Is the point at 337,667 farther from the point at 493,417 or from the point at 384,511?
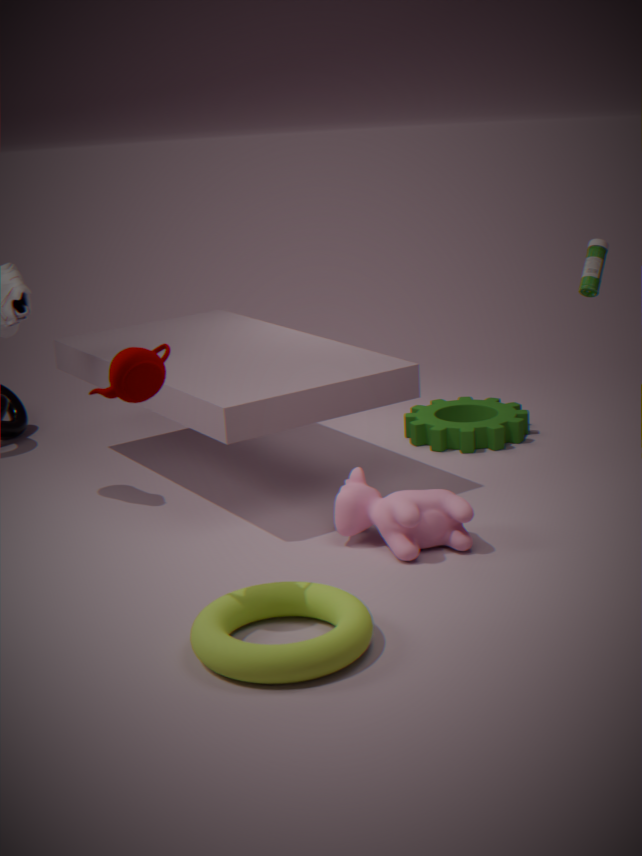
the point at 493,417
